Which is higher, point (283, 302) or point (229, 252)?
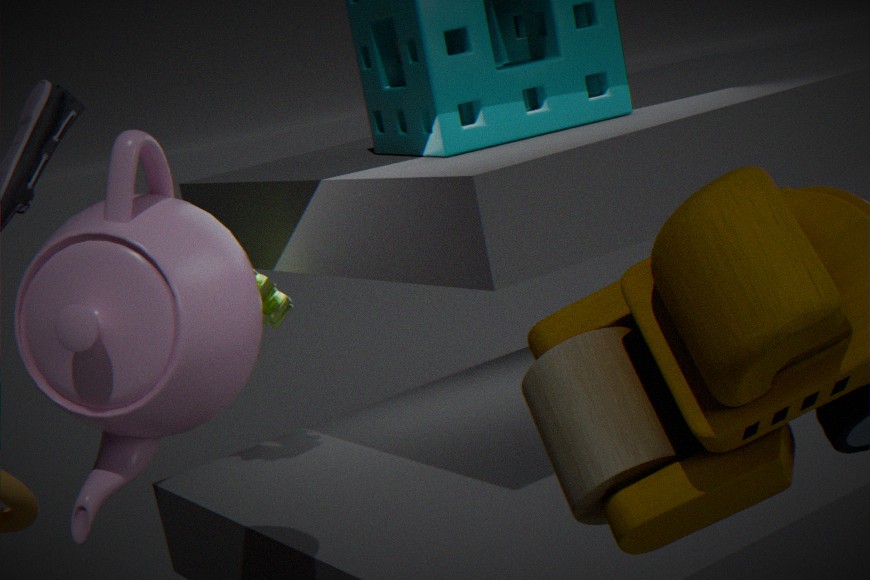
point (229, 252)
